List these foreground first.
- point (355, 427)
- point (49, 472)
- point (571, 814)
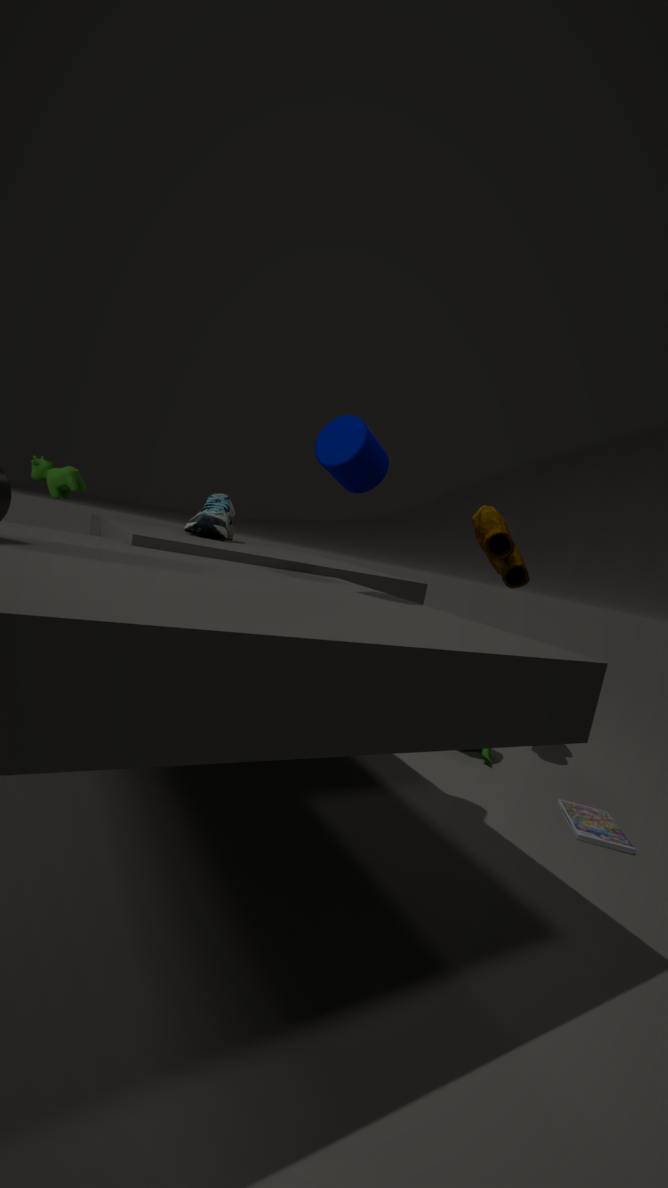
point (355, 427) → point (571, 814) → point (49, 472)
